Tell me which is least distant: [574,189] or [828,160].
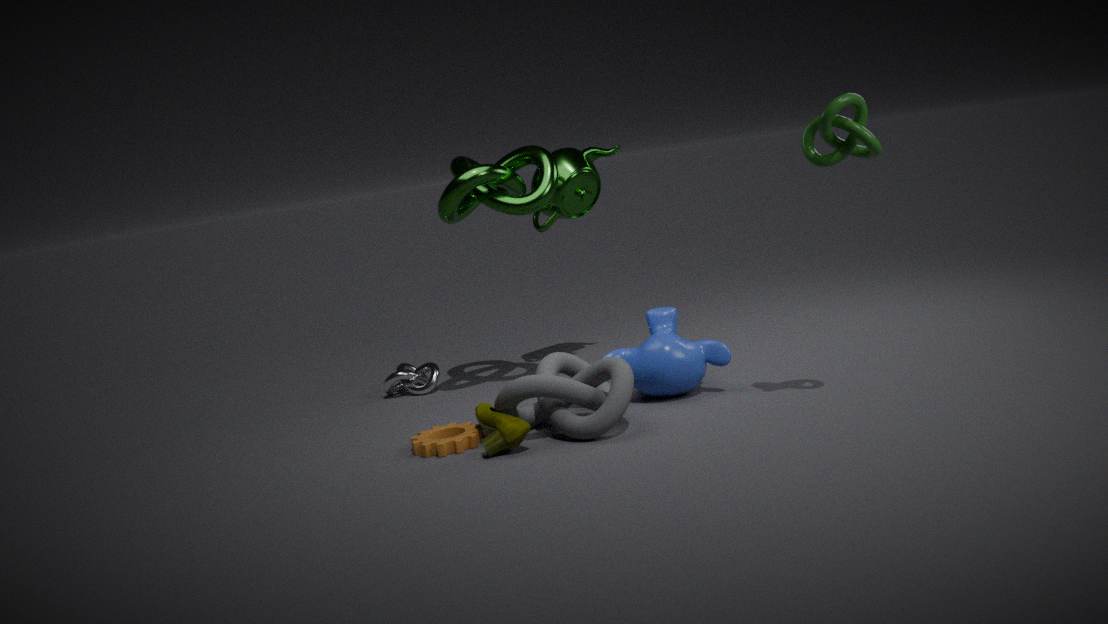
[828,160]
